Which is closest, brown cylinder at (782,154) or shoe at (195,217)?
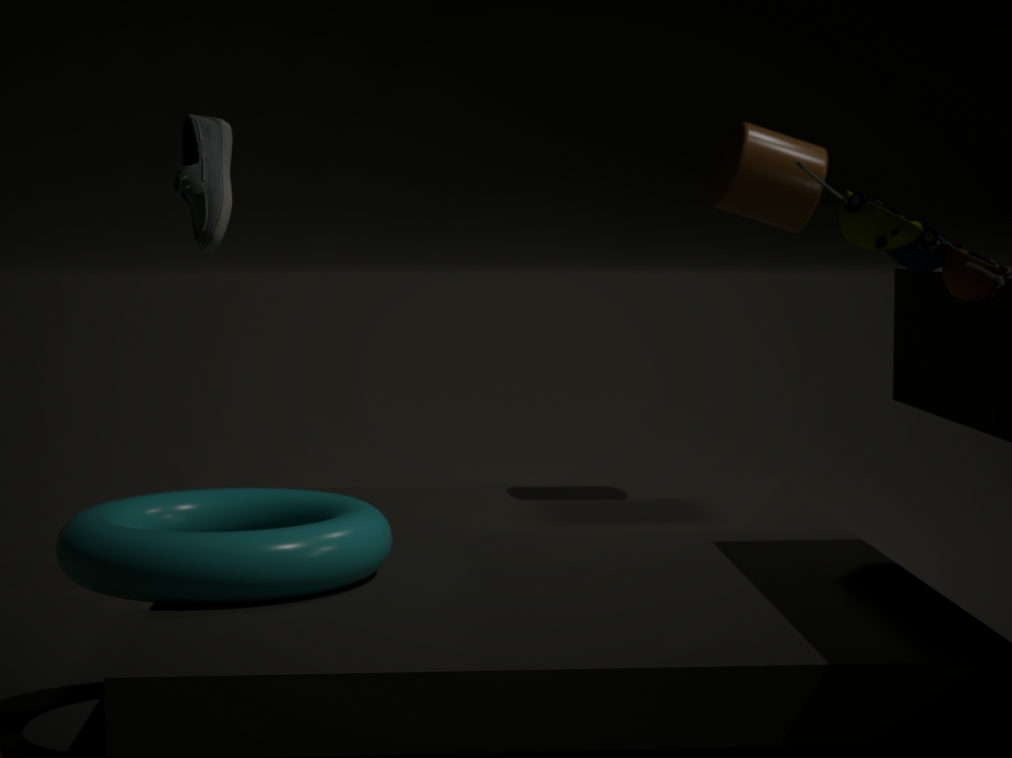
shoe at (195,217)
